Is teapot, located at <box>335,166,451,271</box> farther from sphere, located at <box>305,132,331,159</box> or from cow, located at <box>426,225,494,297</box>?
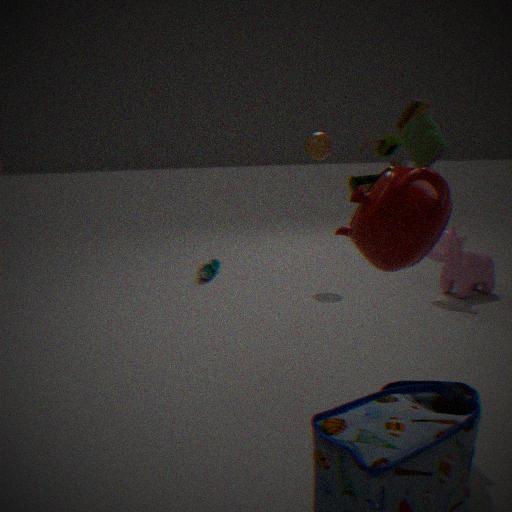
sphere, located at <box>305,132,331,159</box>
